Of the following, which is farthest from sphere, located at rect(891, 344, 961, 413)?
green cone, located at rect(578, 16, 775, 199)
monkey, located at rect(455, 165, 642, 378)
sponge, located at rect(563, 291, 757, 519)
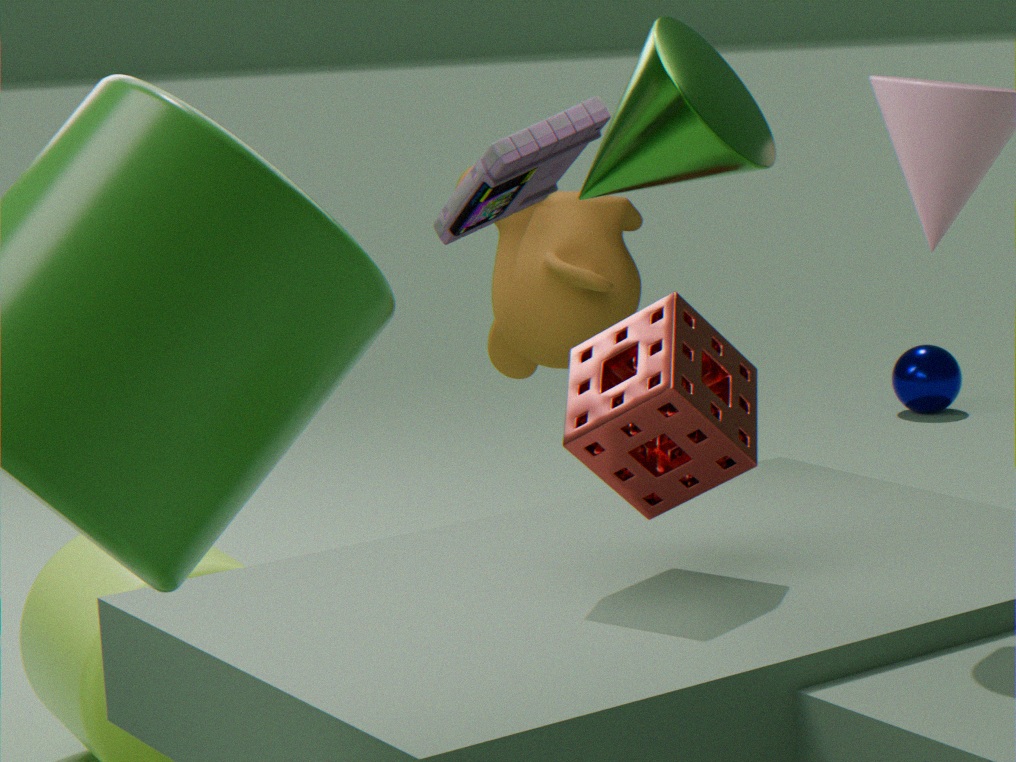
green cone, located at rect(578, 16, 775, 199)
